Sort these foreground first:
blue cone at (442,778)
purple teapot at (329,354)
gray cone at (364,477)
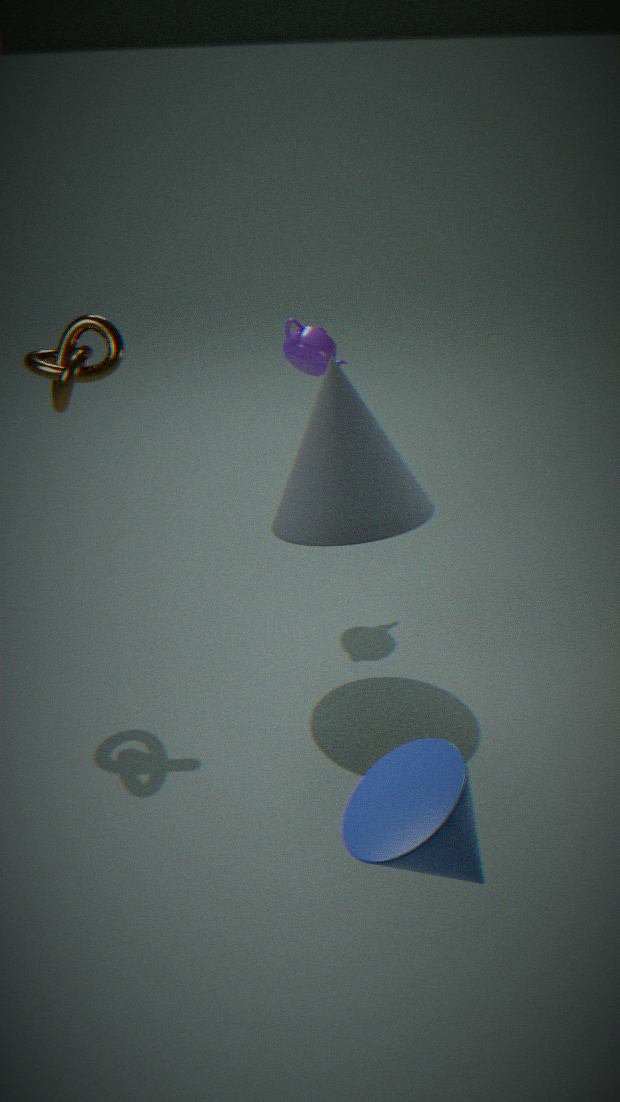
blue cone at (442,778), gray cone at (364,477), purple teapot at (329,354)
